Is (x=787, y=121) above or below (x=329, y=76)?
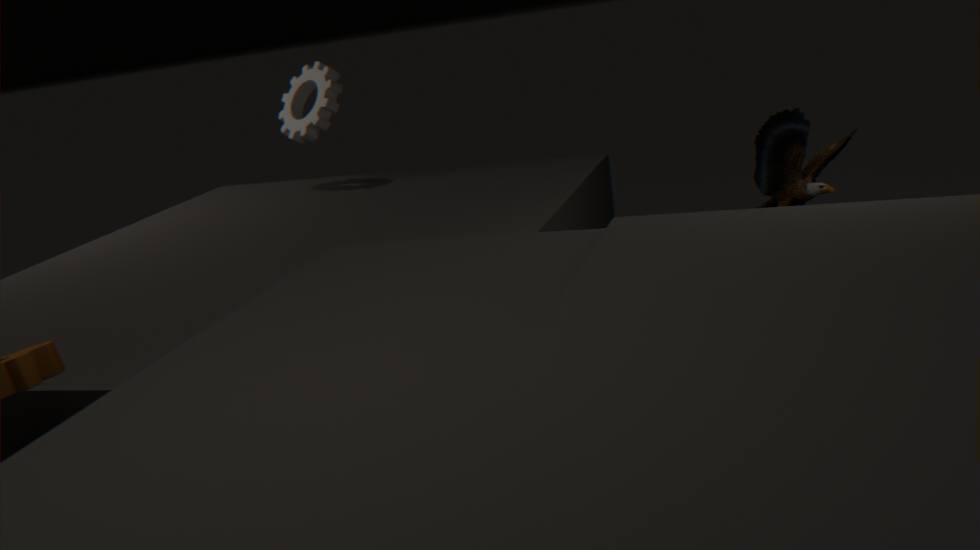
below
